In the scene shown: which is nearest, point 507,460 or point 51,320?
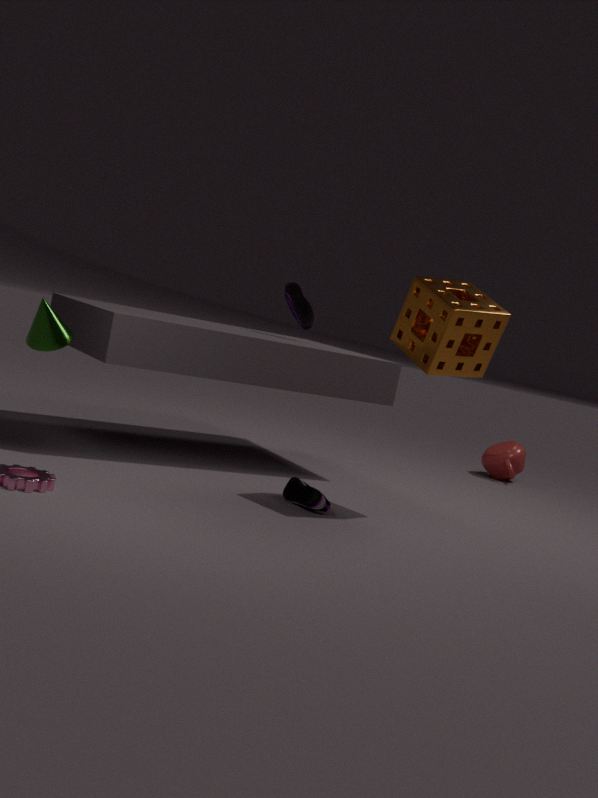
point 51,320
